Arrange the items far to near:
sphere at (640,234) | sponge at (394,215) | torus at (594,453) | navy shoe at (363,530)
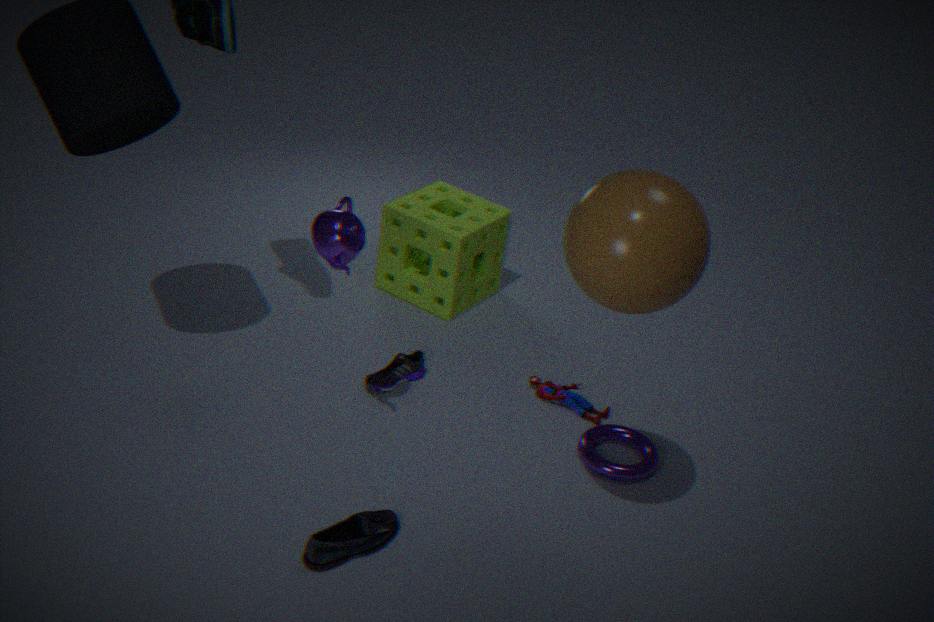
1. sponge at (394,215)
2. torus at (594,453)
3. navy shoe at (363,530)
4. sphere at (640,234)
